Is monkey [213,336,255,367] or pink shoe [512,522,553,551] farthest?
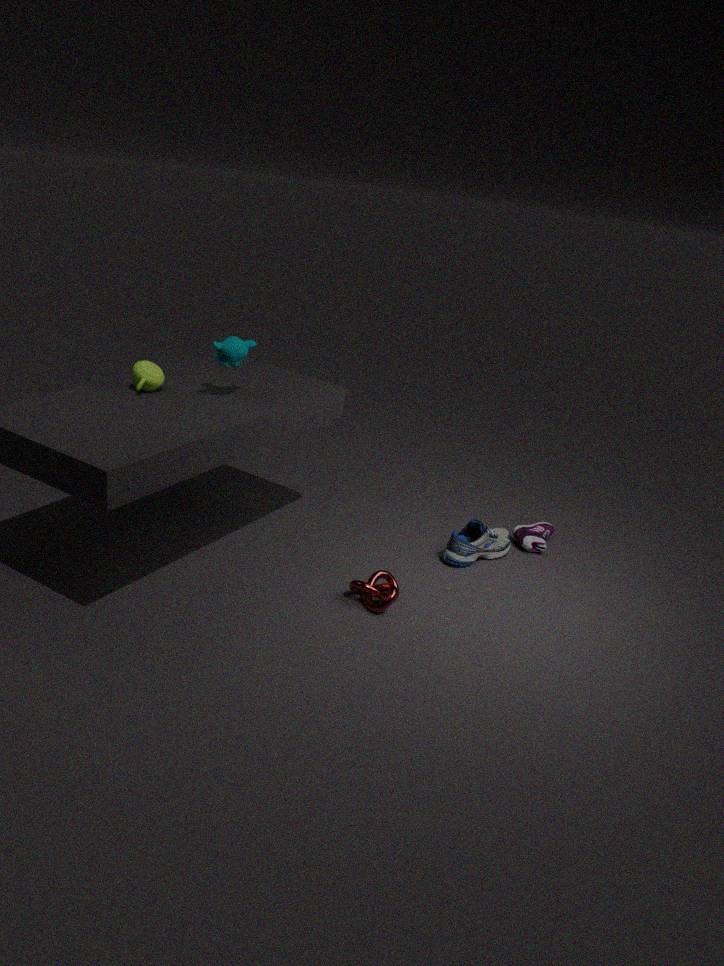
pink shoe [512,522,553,551]
